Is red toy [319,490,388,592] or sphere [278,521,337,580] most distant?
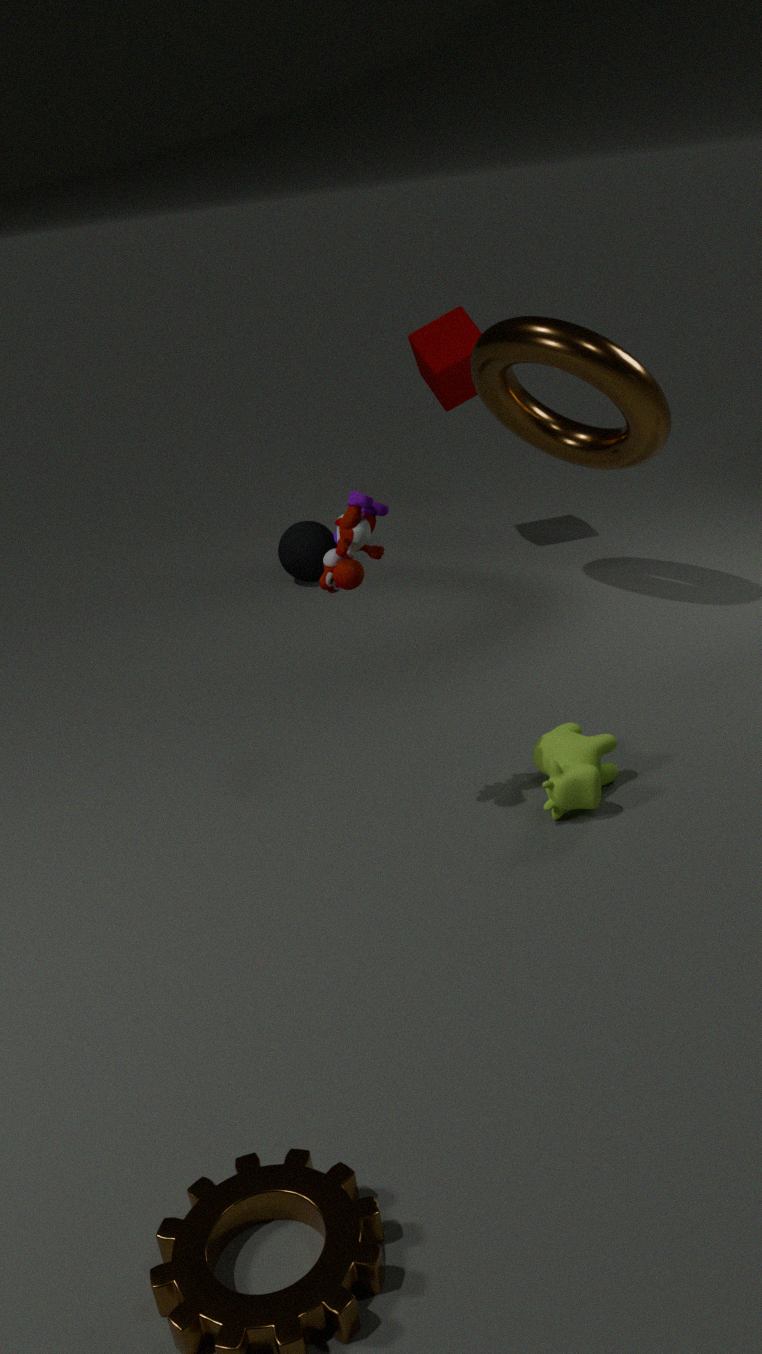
sphere [278,521,337,580]
